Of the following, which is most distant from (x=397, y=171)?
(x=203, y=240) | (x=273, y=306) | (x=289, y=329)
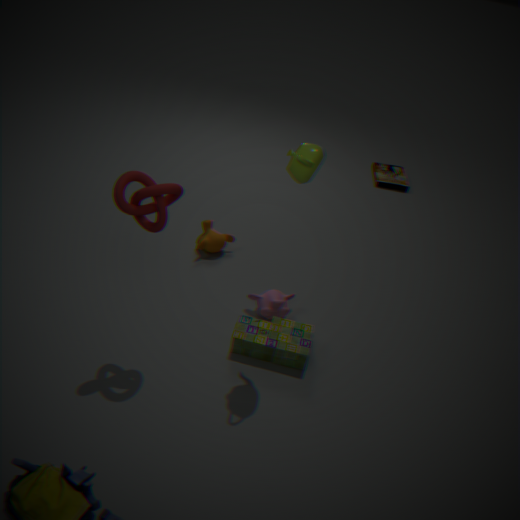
(x=289, y=329)
